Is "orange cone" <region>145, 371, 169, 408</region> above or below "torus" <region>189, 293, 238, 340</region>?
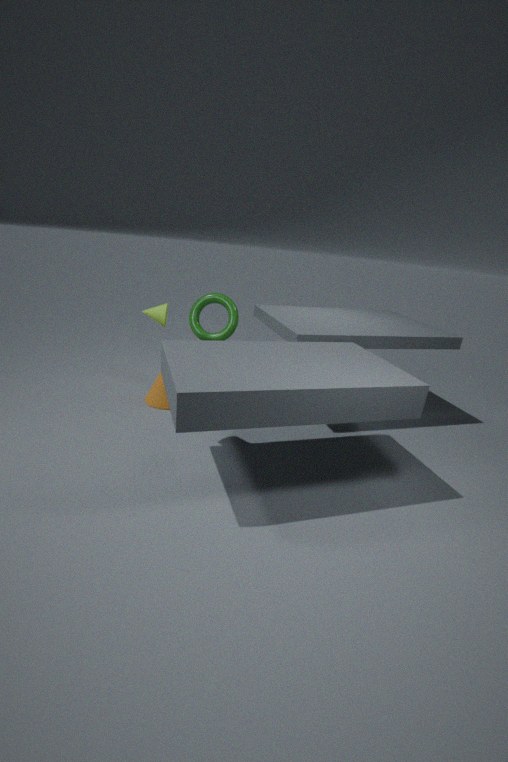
below
